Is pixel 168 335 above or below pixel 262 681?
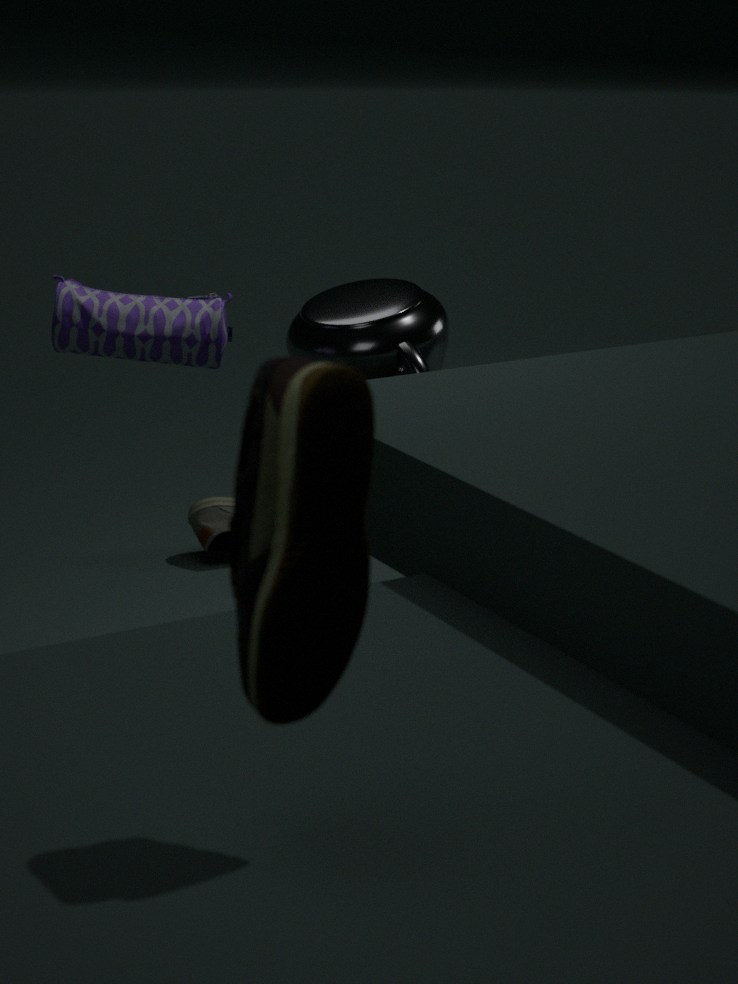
below
